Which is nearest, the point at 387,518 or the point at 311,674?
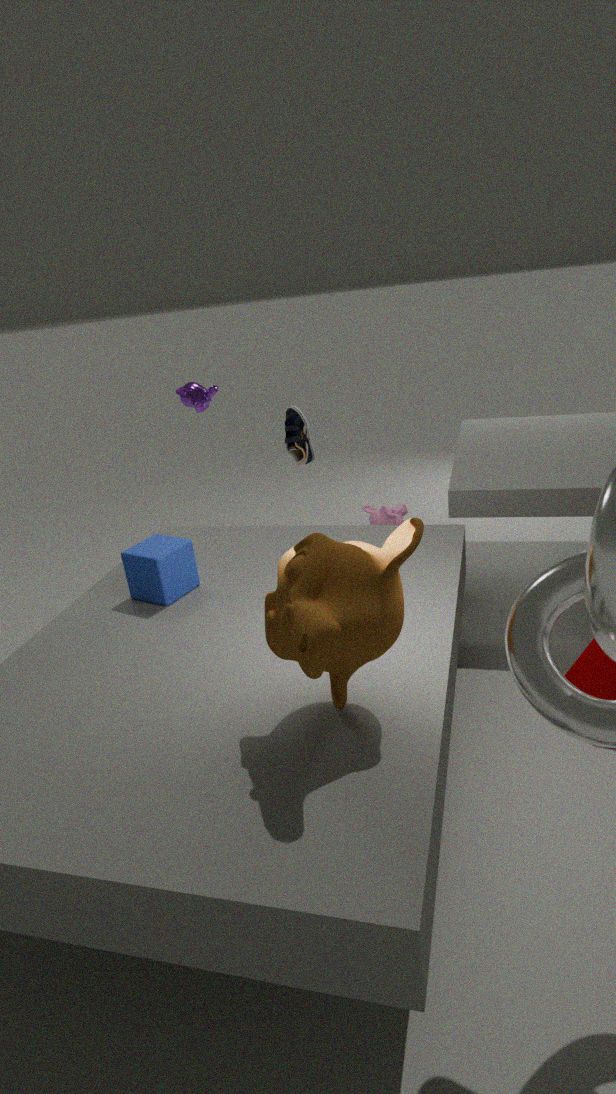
the point at 311,674
